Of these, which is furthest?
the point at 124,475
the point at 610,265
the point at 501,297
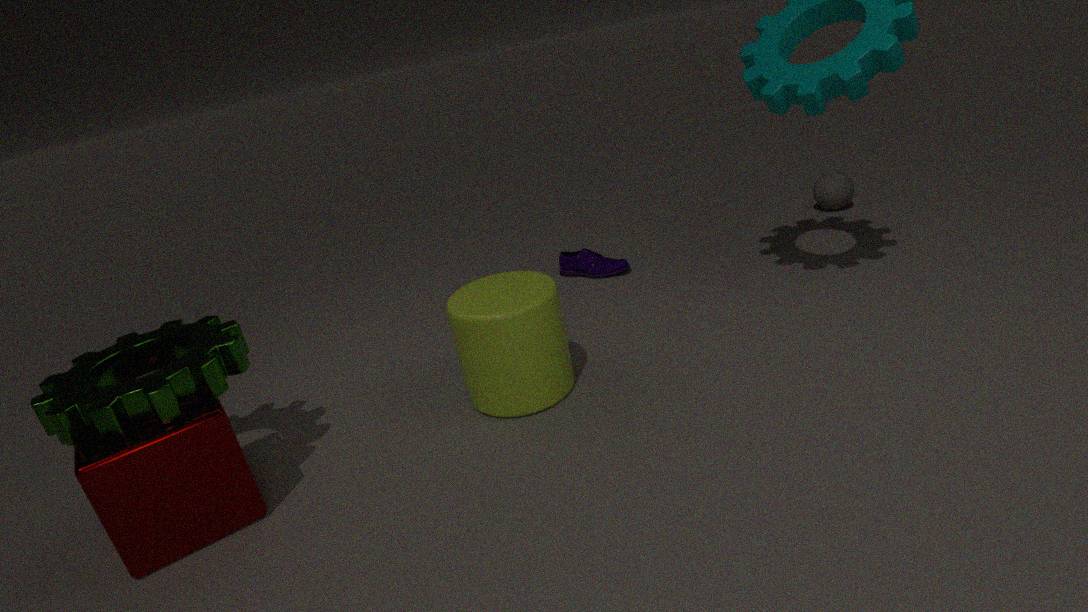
the point at 610,265
